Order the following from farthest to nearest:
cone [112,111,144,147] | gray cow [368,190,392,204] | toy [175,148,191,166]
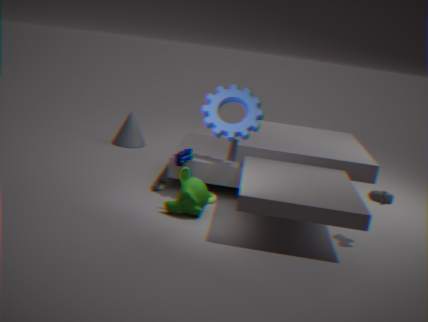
cone [112,111,144,147], toy [175,148,191,166], gray cow [368,190,392,204]
